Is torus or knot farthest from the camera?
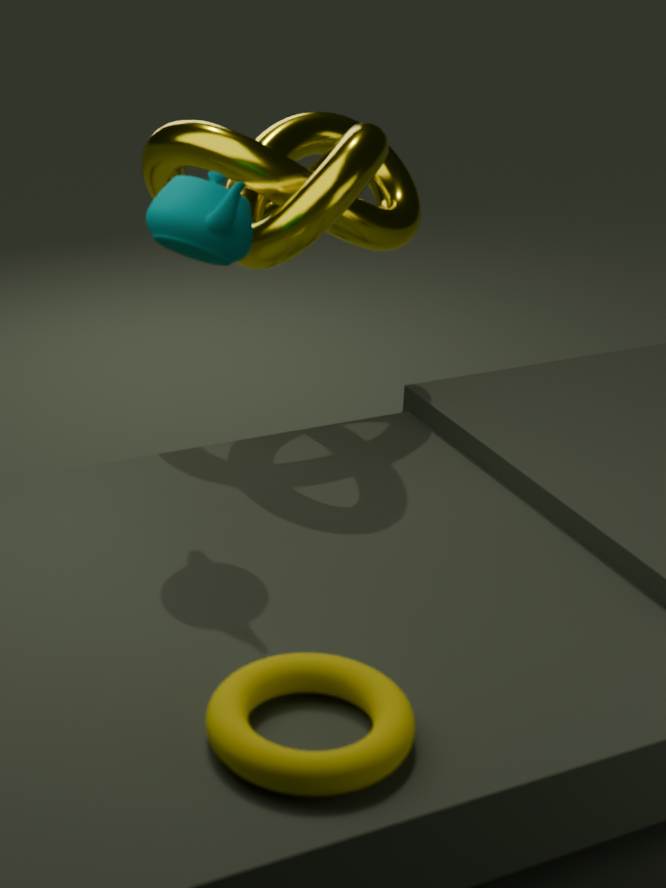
knot
